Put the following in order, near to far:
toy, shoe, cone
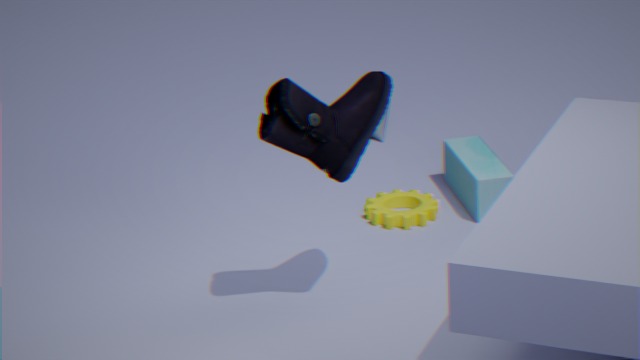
shoe < toy < cone
